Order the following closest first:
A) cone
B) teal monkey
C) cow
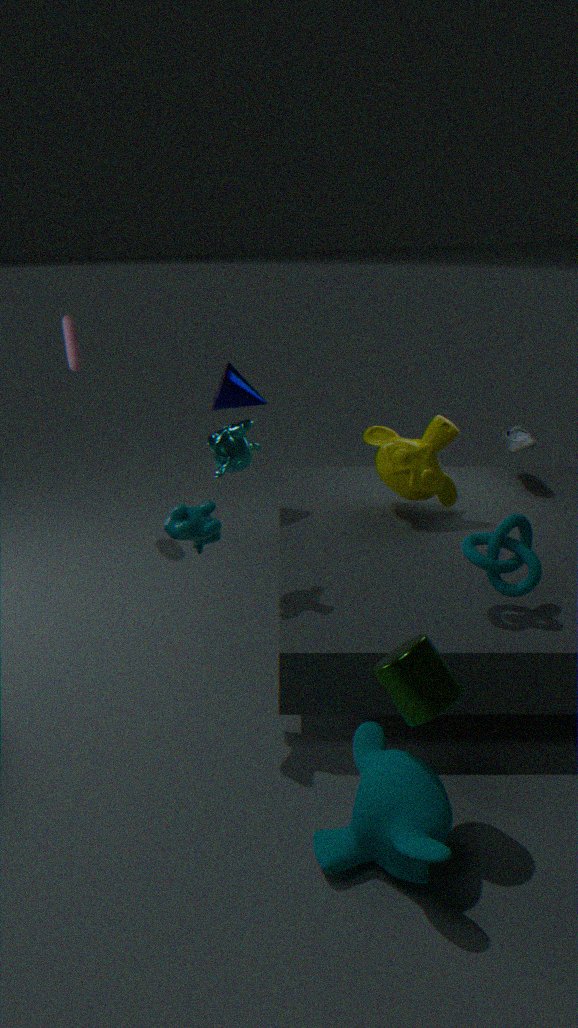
teal monkey → cow → cone
